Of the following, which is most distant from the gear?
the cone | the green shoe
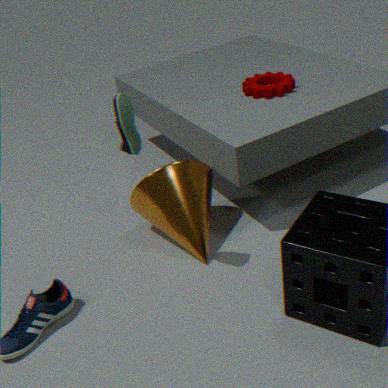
the green shoe
